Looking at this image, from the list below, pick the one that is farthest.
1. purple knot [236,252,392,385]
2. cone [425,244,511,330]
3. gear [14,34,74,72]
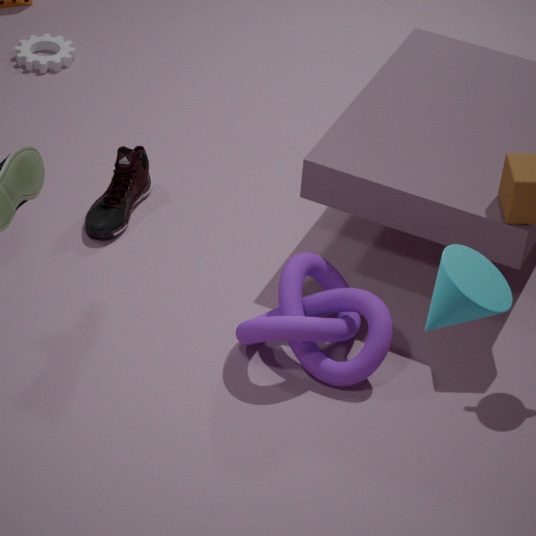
gear [14,34,74,72]
